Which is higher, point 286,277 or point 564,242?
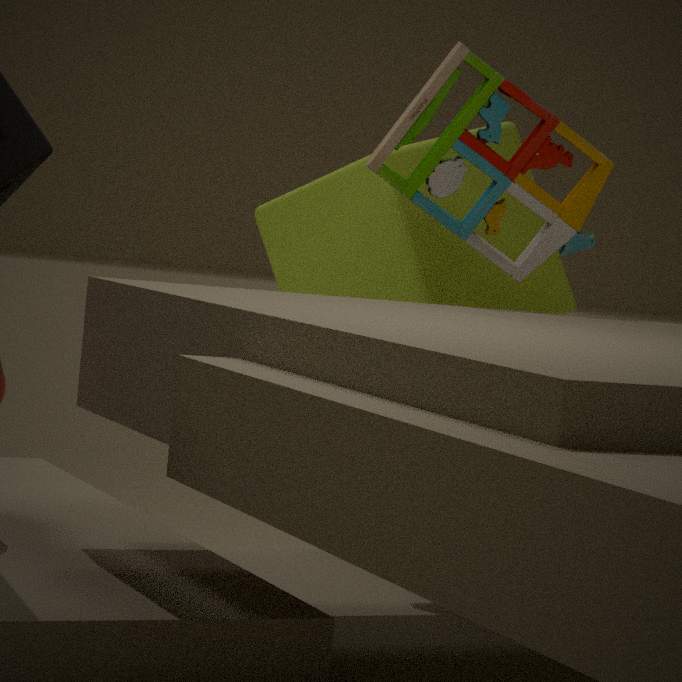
point 564,242
